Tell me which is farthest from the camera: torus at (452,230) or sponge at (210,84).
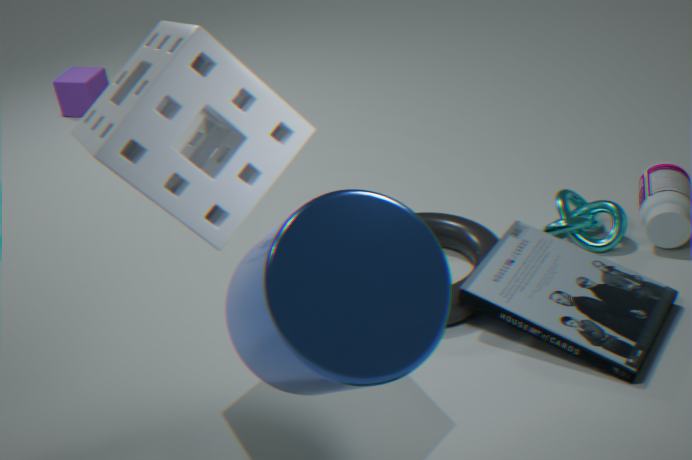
torus at (452,230)
